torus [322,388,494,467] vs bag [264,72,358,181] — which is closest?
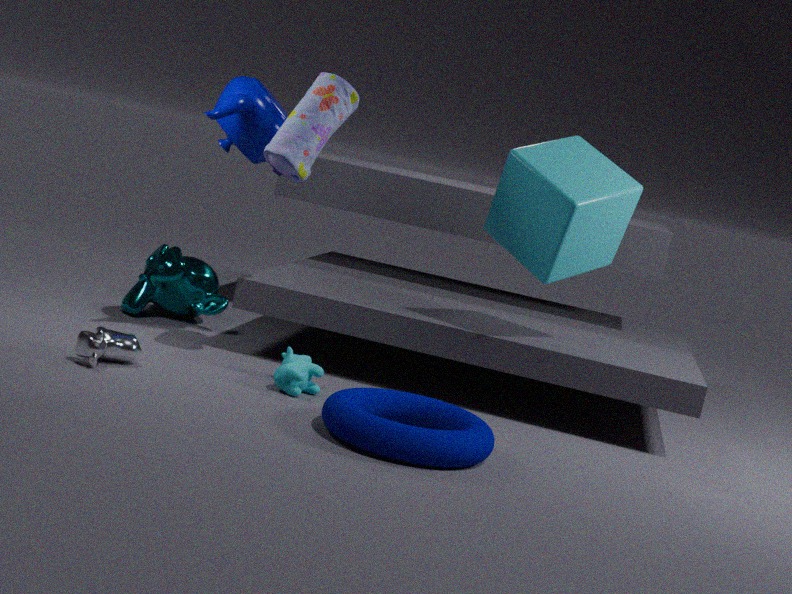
torus [322,388,494,467]
